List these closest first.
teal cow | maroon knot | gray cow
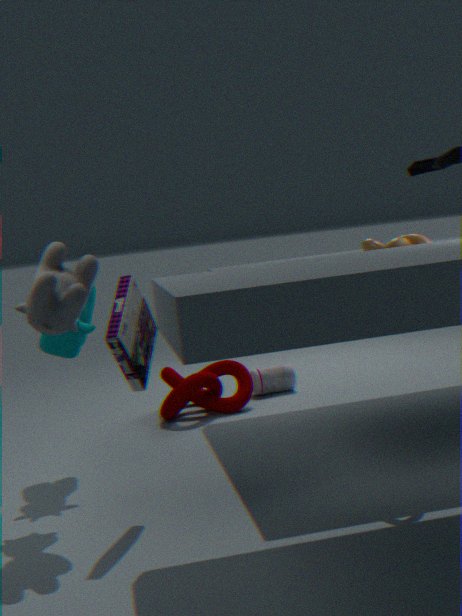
gray cow, teal cow, maroon knot
